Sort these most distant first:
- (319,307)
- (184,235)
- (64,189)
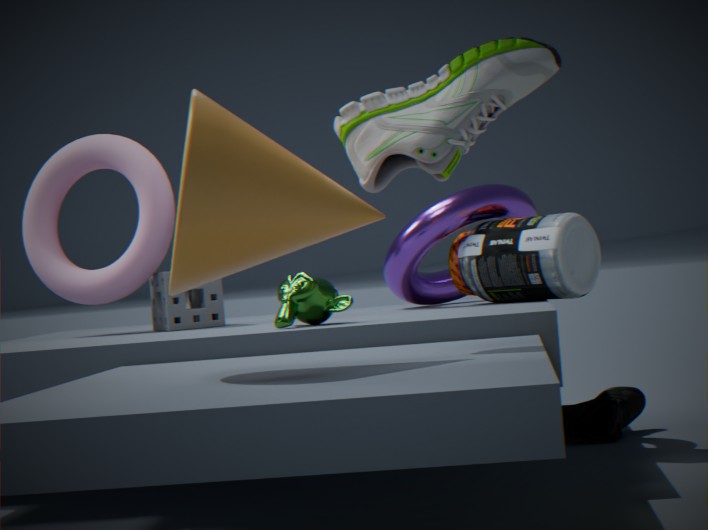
(64,189), (319,307), (184,235)
